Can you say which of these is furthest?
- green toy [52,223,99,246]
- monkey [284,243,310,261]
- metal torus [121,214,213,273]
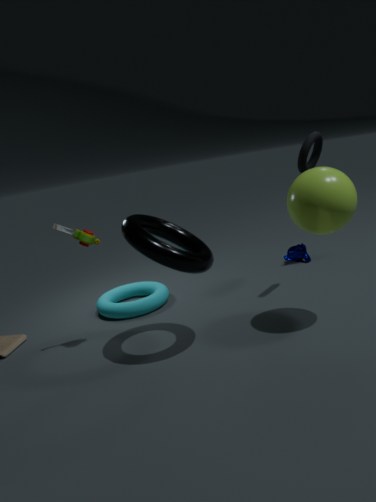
monkey [284,243,310,261]
